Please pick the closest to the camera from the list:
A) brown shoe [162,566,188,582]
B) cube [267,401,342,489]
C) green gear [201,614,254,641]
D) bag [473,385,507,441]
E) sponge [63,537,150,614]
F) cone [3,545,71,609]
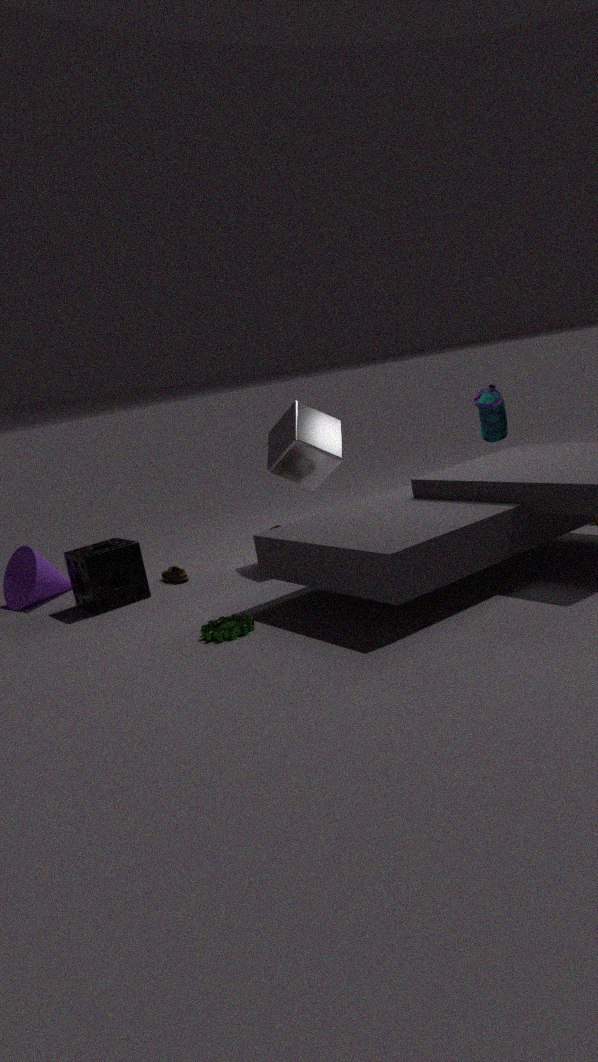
green gear [201,614,254,641]
